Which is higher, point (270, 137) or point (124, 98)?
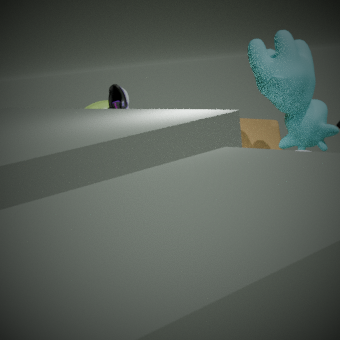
point (124, 98)
